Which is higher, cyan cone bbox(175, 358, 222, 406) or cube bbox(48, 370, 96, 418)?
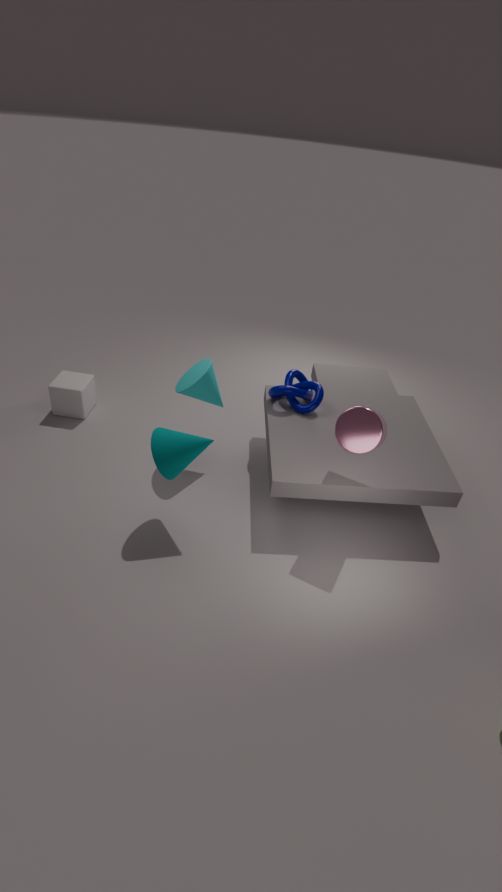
cyan cone bbox(175, 358, 222, 406)
